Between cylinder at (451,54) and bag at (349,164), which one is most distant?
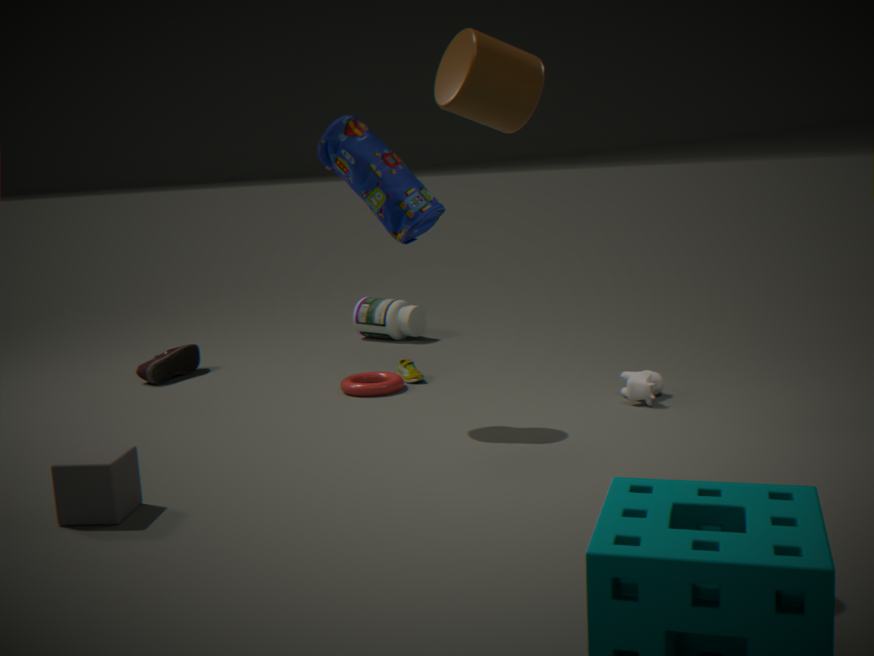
bag at (349,164)
